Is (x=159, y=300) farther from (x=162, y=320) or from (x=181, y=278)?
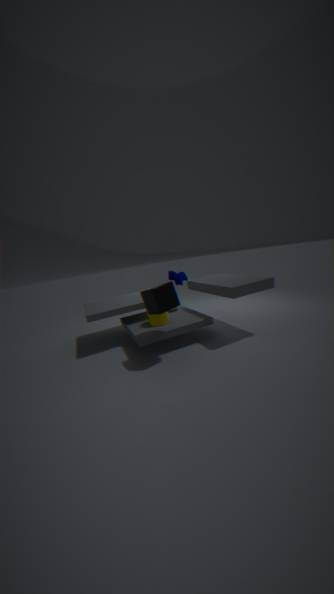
(x=181, y=278)
